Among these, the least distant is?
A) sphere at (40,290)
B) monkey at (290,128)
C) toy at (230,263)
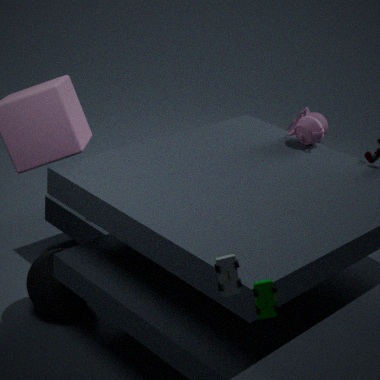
toy at (230,263)
